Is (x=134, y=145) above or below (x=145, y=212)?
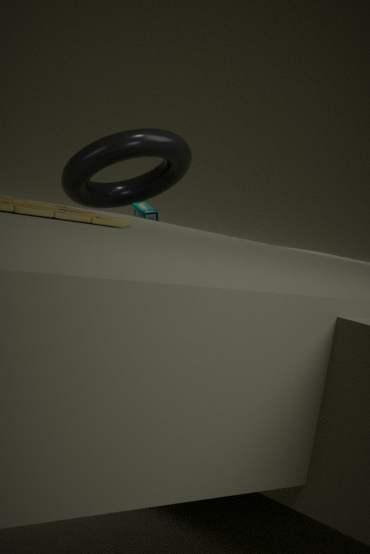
above
